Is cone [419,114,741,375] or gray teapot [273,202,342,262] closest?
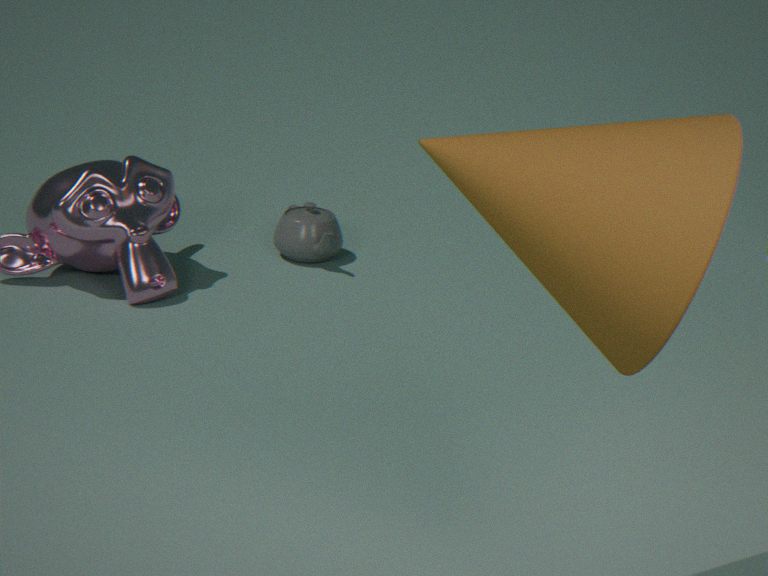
Result: cone [419,114,741,375]
